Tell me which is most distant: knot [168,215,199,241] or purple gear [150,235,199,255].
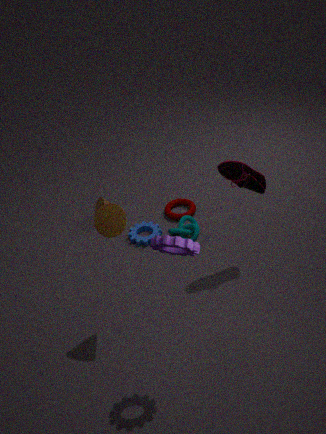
knot [168,215,199,241]
